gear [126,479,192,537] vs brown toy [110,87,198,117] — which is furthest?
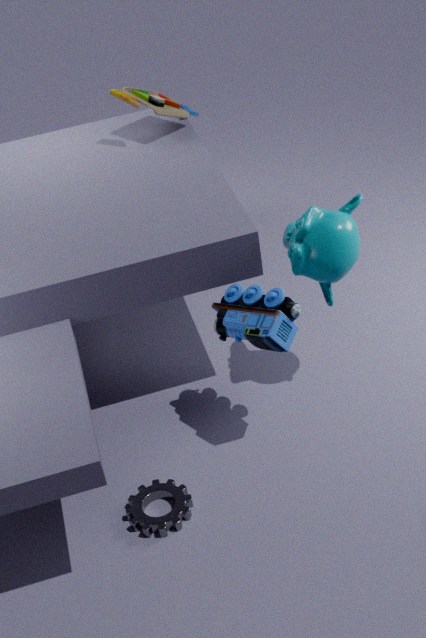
brown toy [110,87,198,117]
